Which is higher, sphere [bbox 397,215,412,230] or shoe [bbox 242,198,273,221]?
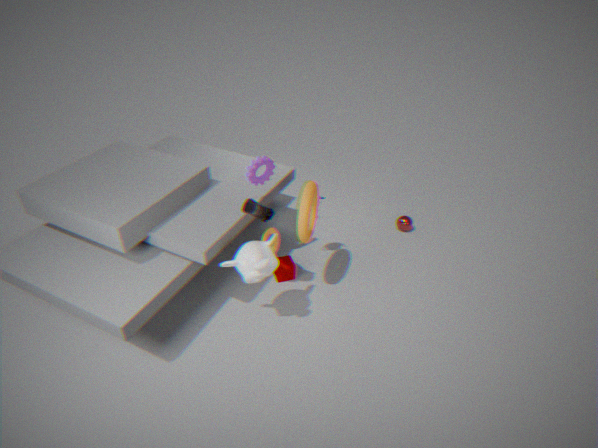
shoe [bbox 242,198,273,221]
